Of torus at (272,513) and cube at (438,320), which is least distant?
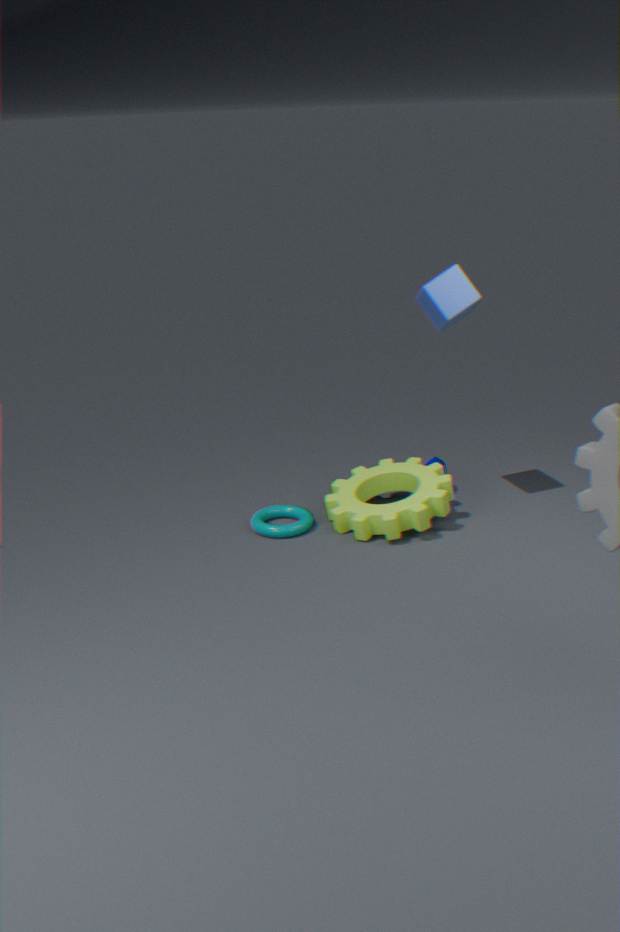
cube at (438,320)
